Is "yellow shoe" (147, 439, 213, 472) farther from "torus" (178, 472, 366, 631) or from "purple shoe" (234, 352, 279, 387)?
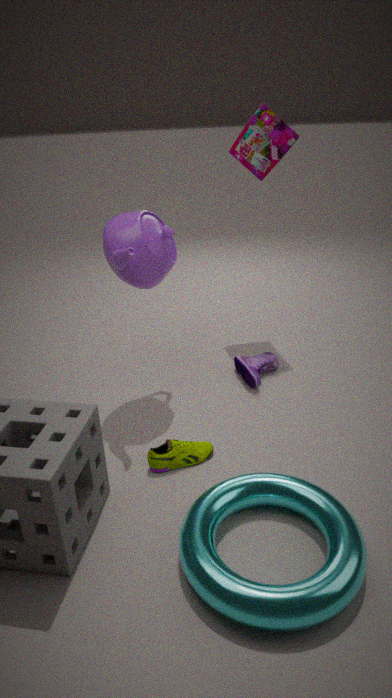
"purple shoe" (234, 352, 279, 387)
